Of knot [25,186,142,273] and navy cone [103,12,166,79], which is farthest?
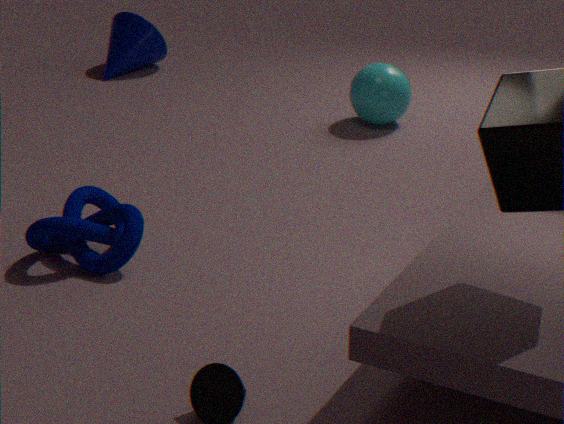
navy cone [103,12,166,79]
